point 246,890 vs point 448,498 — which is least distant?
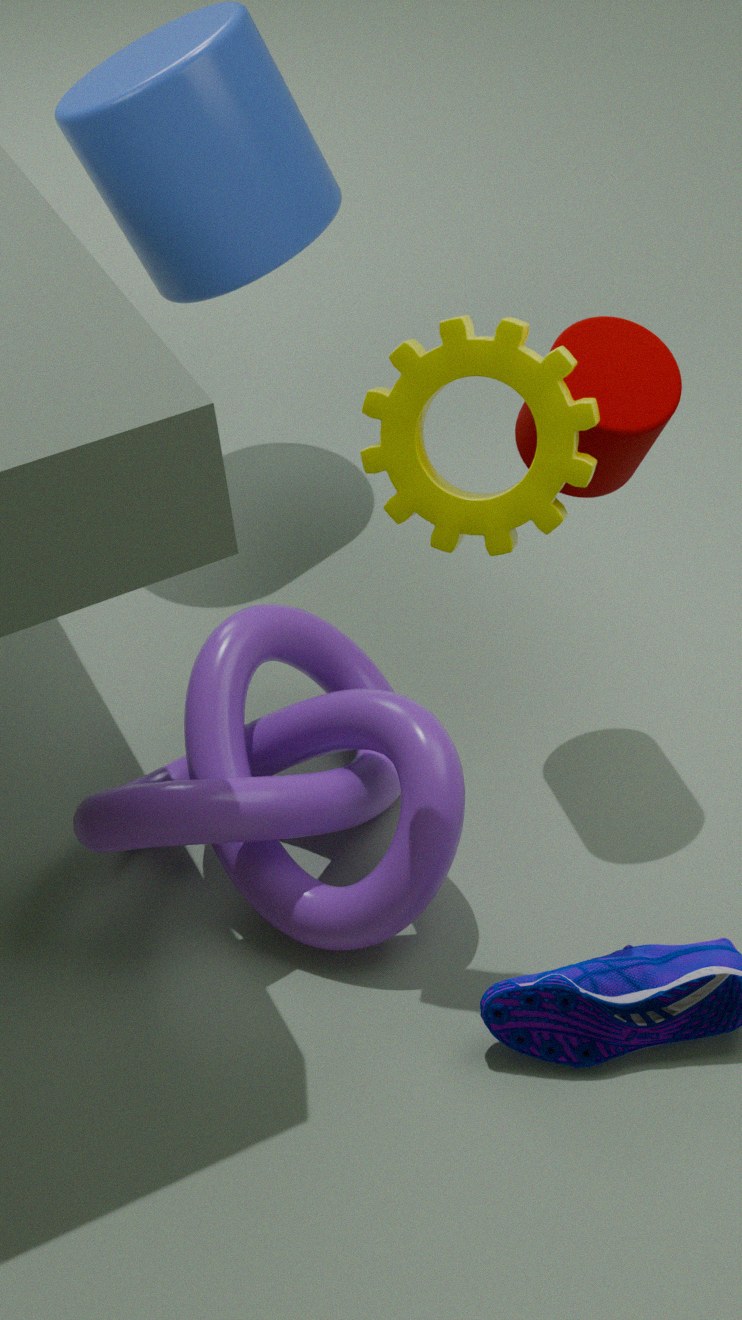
point 448,498
